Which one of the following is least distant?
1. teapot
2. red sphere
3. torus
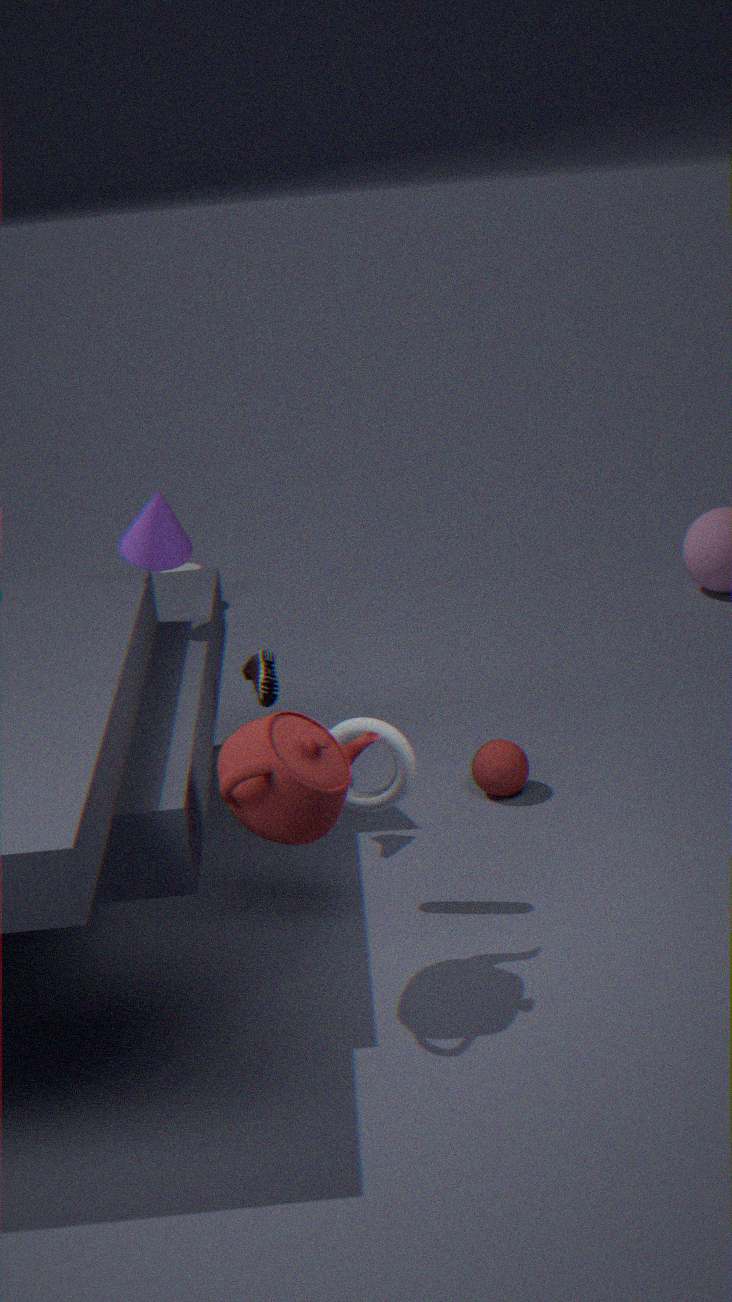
teapot
